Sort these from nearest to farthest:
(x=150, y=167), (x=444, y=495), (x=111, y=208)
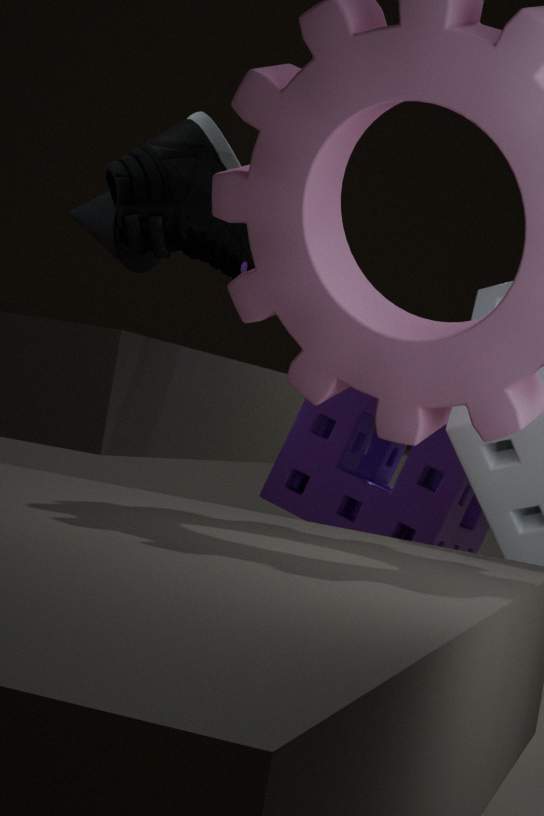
(x=444, y=495) → (x=150, y=167) → (x=111, y=208)
